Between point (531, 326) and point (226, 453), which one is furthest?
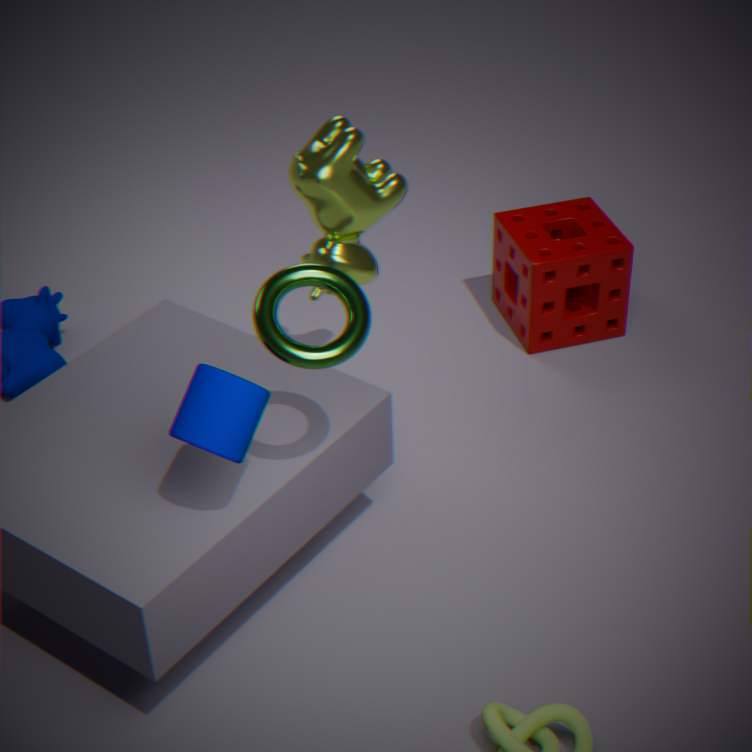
point (531, 326)
